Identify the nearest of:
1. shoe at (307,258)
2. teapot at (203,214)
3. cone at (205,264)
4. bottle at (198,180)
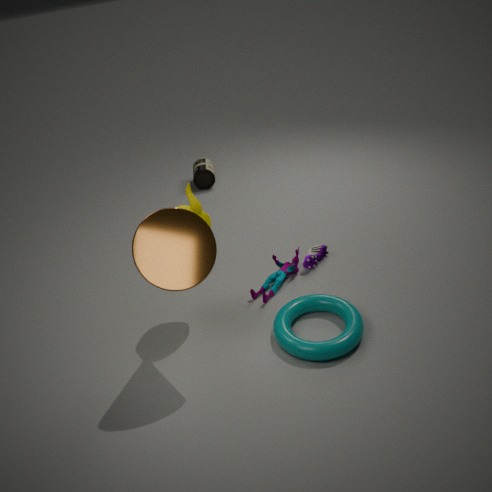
cone at (205,264)
